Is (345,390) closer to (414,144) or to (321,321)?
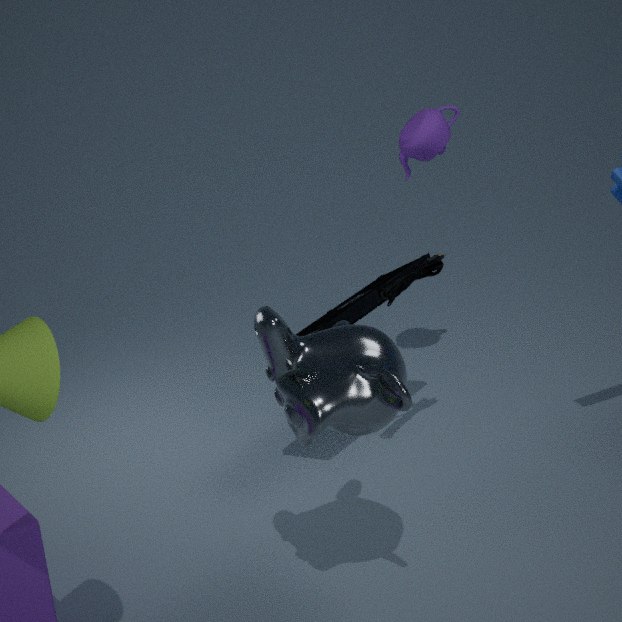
(321,321)
